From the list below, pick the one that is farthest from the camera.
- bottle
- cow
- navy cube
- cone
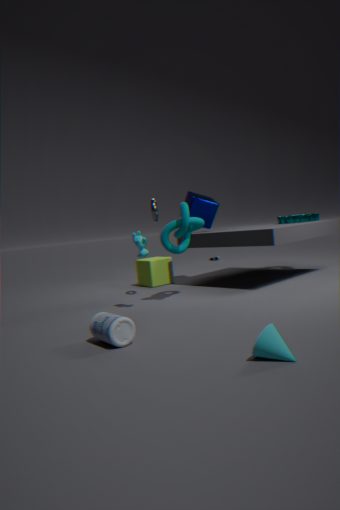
navy cube
